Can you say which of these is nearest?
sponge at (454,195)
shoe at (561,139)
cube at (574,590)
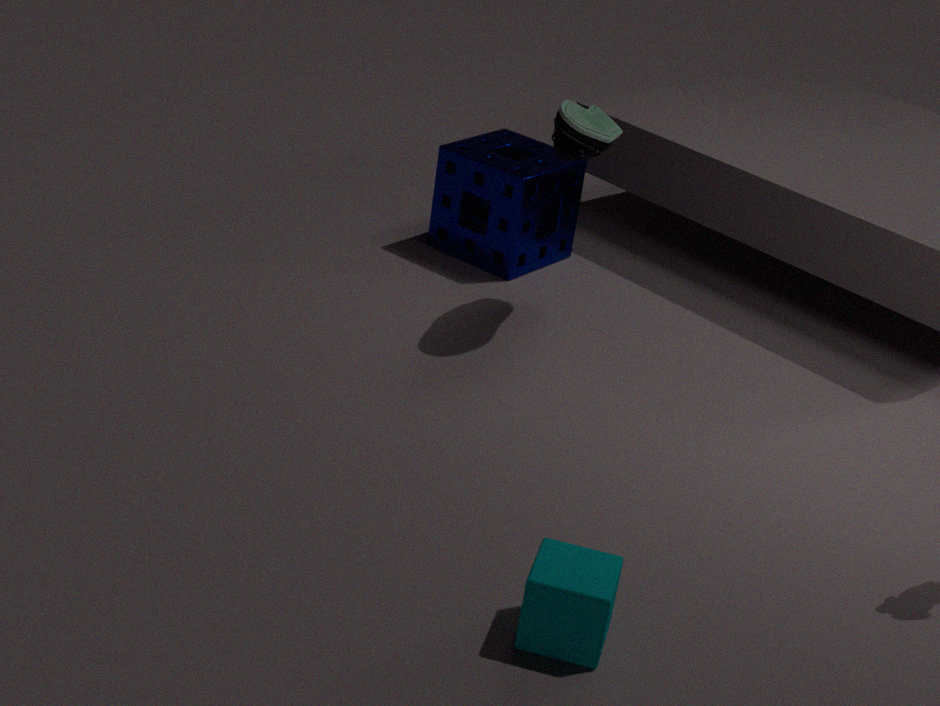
cube at (574,590)
